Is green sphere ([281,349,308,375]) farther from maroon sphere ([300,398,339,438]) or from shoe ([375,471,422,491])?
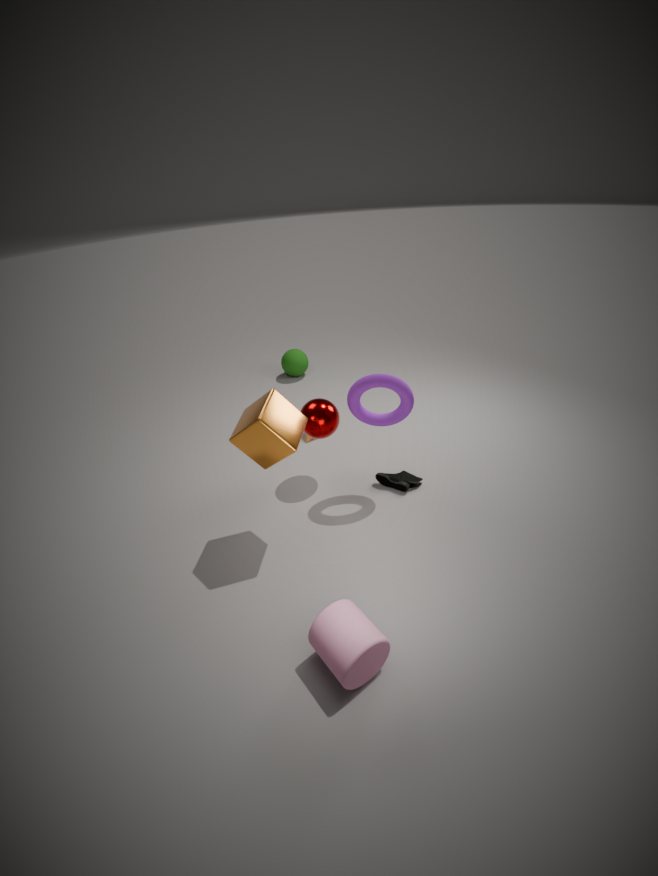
shoe ([375,471,422,491])
